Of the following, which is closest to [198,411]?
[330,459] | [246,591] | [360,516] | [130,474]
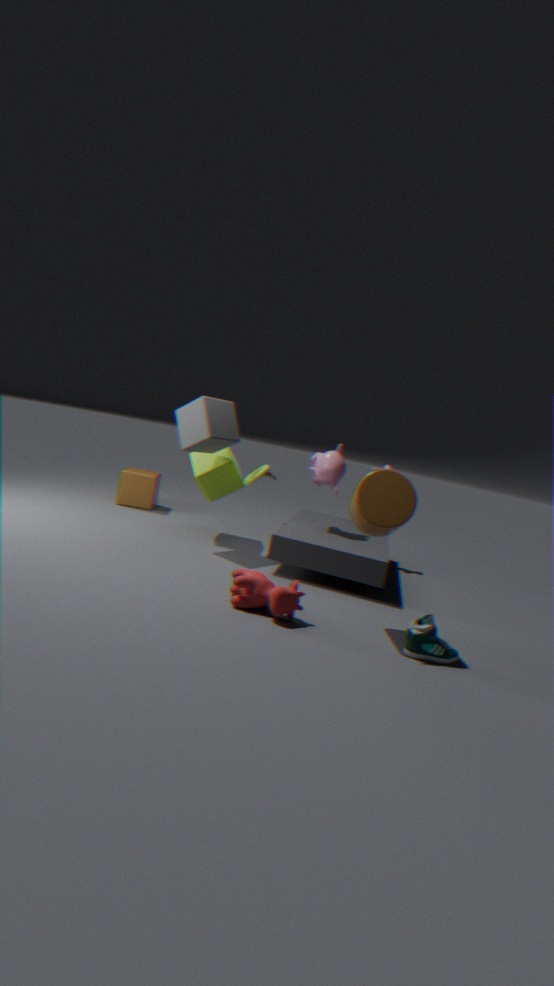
[330,459]
